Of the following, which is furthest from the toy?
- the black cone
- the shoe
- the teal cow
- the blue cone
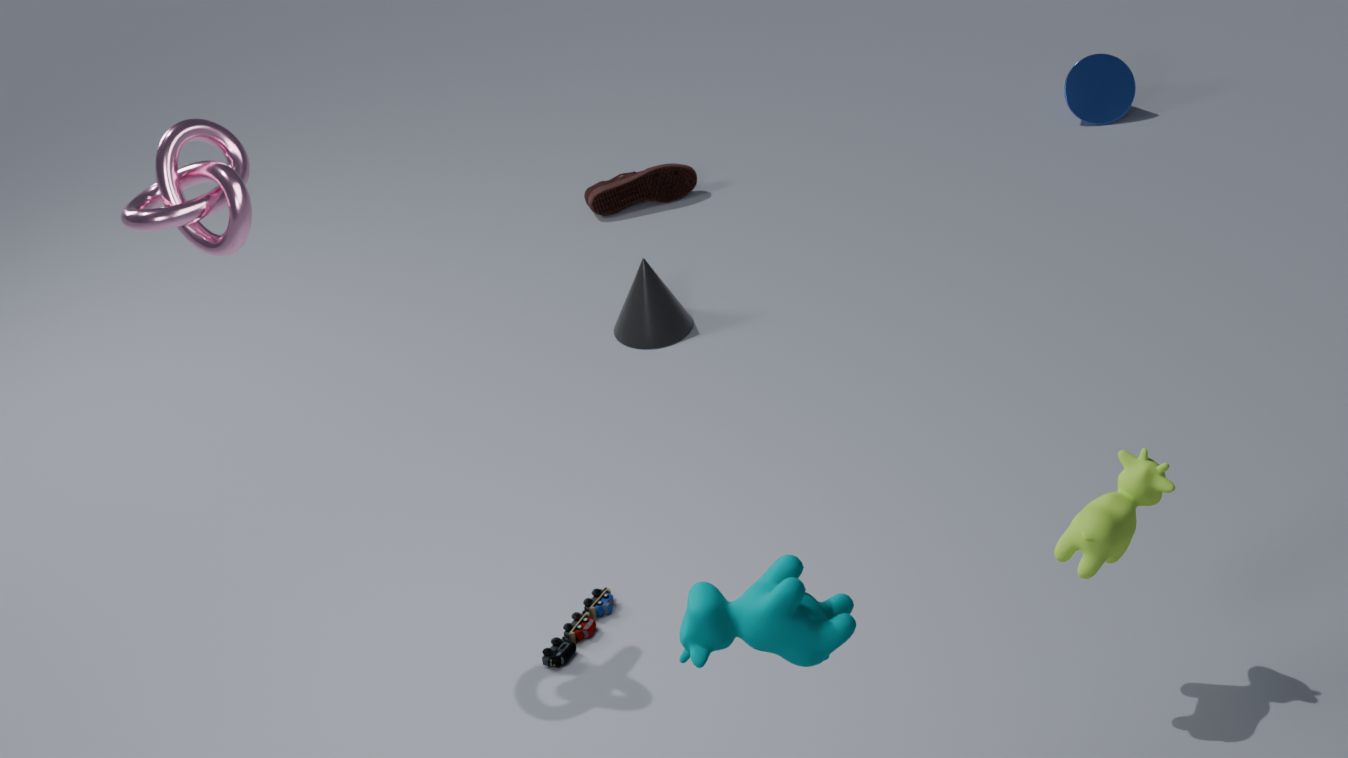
the blue cone
